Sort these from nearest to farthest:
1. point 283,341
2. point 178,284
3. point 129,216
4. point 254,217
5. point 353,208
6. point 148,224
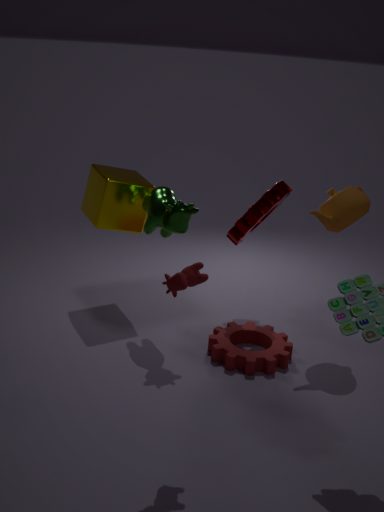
point 178,284, point 353,208, point 148,224, point 283,341, point 254,217, point 129,216
